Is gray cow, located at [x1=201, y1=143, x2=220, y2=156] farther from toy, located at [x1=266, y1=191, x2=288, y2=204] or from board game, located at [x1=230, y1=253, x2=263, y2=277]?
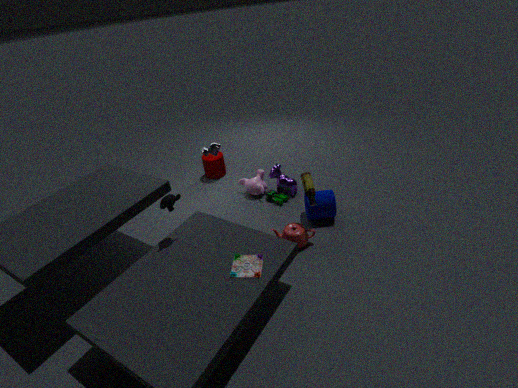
board game, located at [x1=230, y1=253, x2=263, y2=277]
